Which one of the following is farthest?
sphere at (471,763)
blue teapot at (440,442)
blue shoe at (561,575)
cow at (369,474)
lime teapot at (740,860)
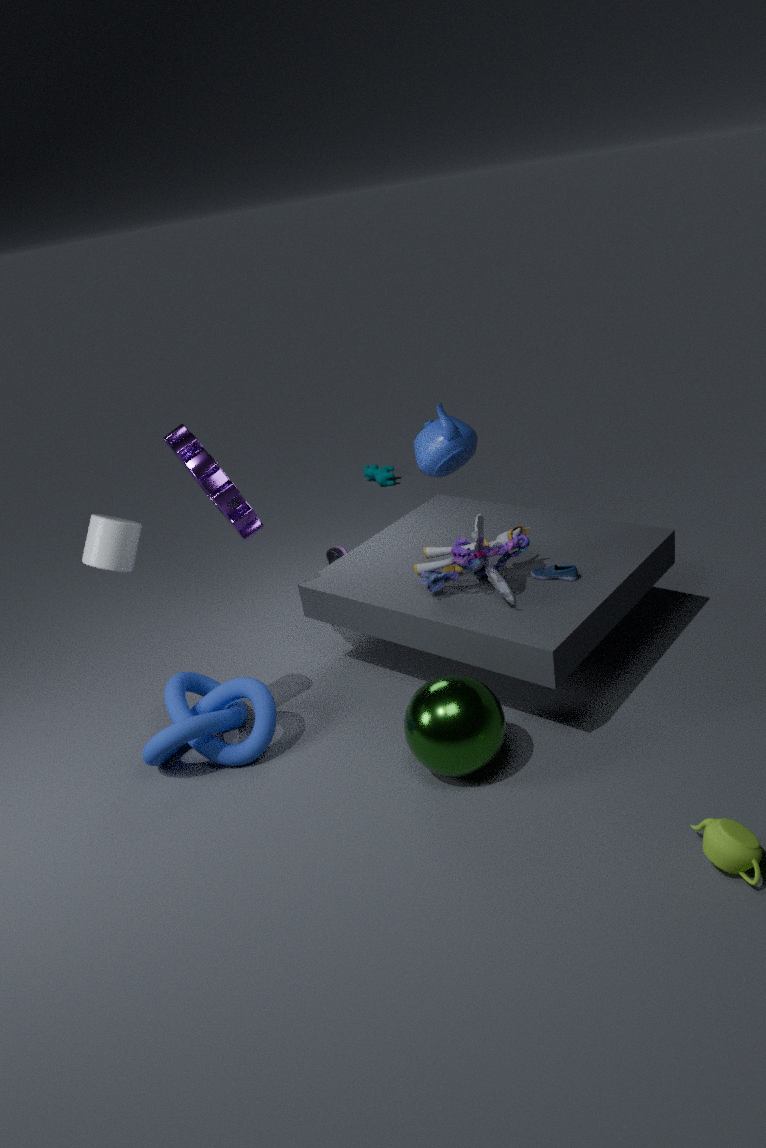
cow at (369,474)
